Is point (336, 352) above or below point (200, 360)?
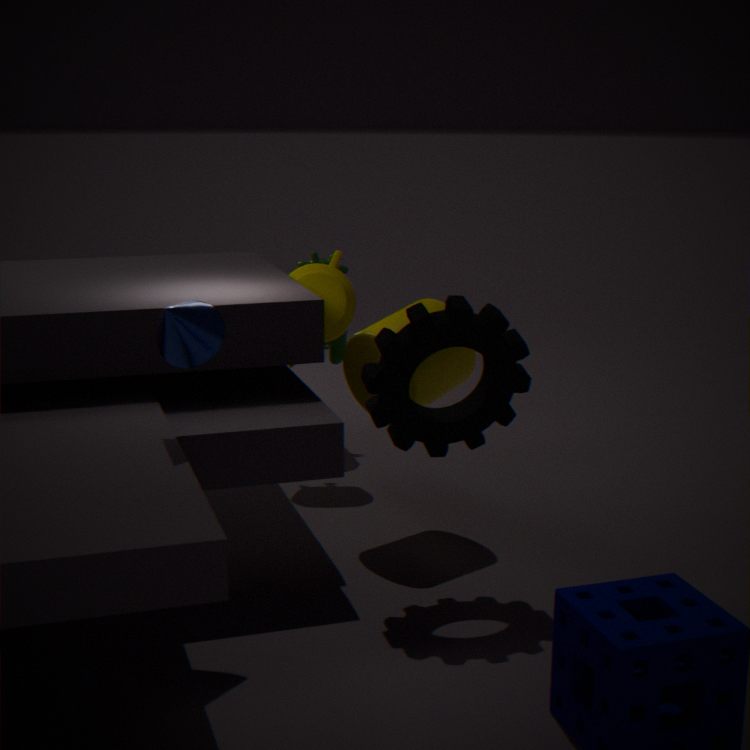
below
